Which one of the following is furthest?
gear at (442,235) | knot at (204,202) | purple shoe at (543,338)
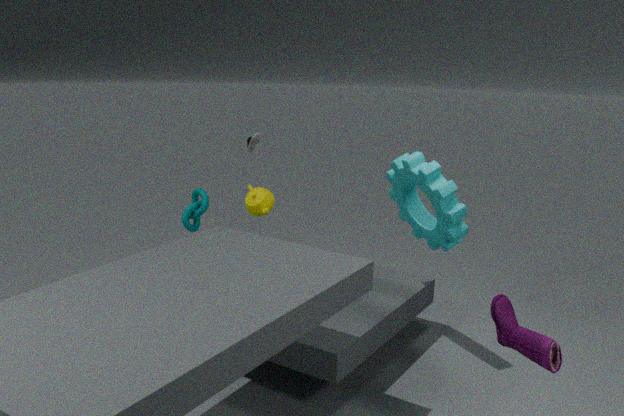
knot at (204,202)
